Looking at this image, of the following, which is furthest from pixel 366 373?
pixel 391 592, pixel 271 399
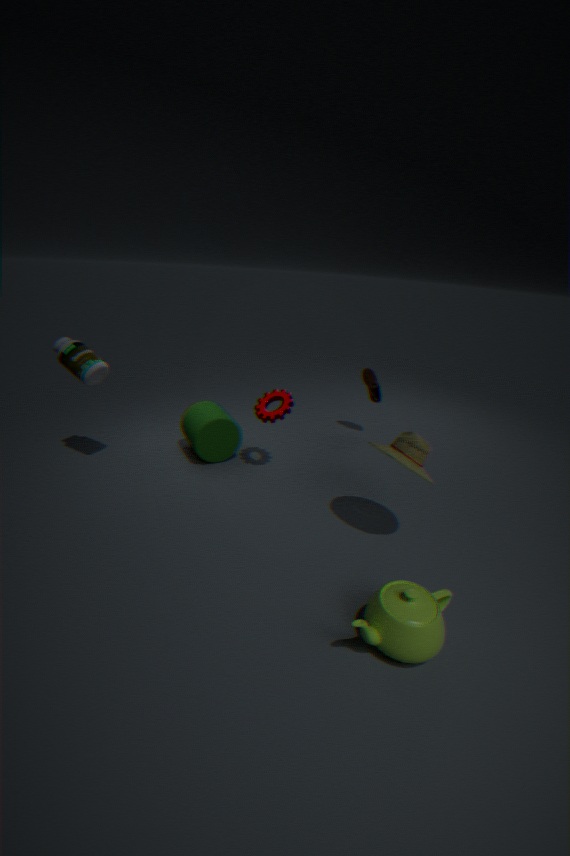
pixel 391 592
